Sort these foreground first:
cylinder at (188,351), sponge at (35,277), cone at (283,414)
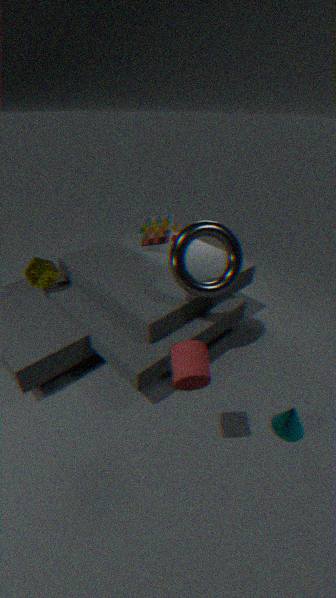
cylinder at (188,351), cone at (283,414), sponge at (35,277)
